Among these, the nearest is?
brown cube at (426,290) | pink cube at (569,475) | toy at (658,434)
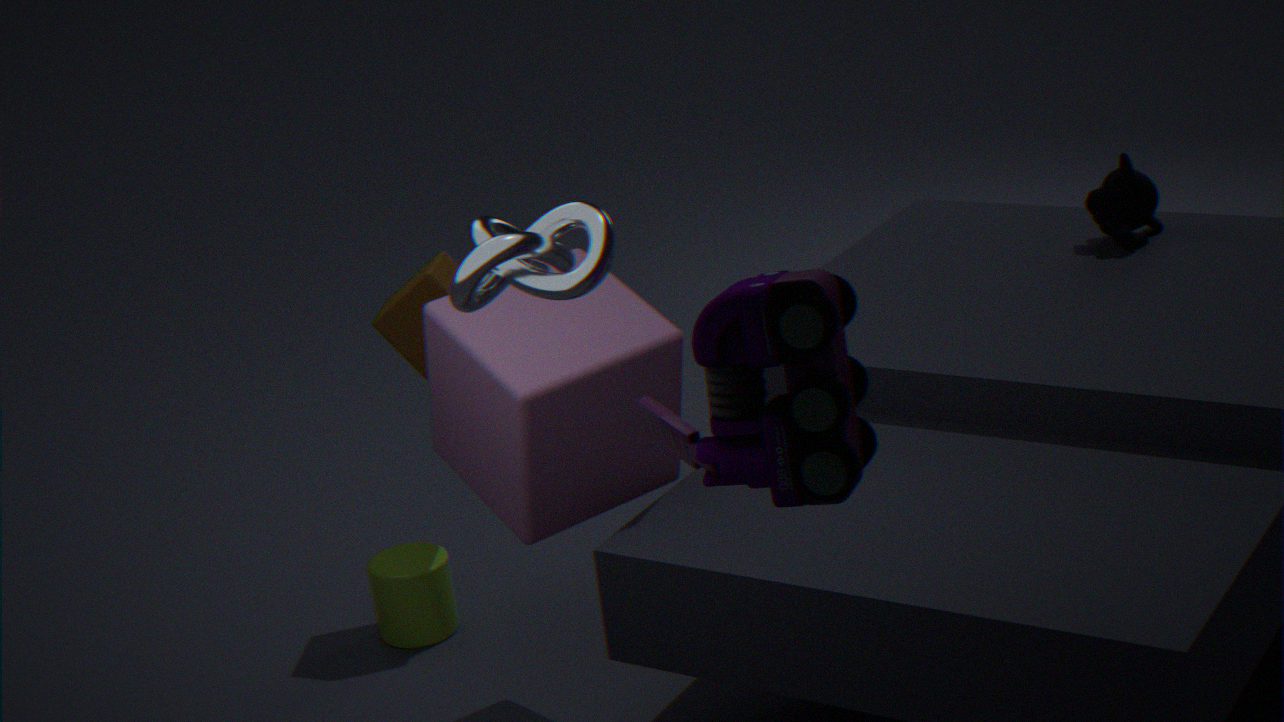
toy at (658,434)
